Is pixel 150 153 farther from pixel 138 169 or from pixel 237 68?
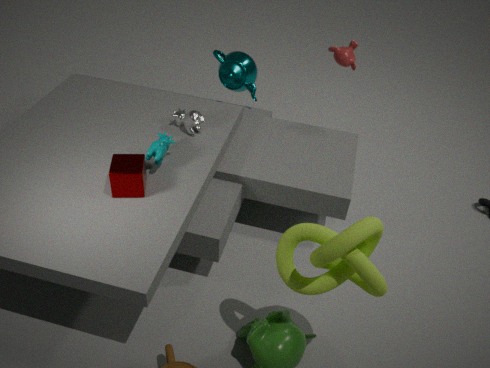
pixel 237 68
